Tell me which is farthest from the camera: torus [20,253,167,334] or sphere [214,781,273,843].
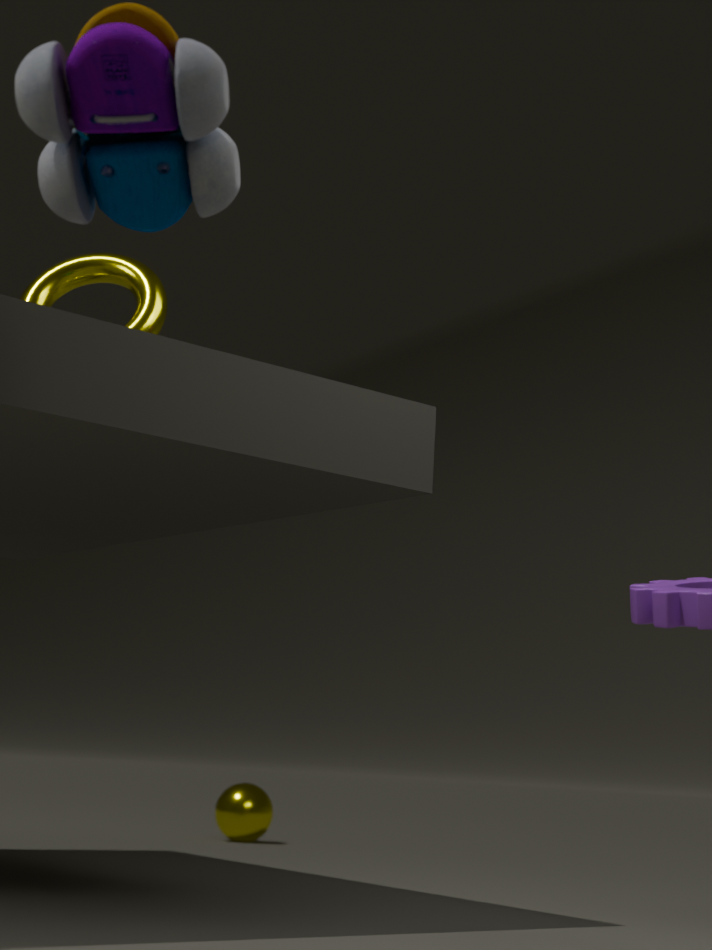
sphere [214,781,273,843]
